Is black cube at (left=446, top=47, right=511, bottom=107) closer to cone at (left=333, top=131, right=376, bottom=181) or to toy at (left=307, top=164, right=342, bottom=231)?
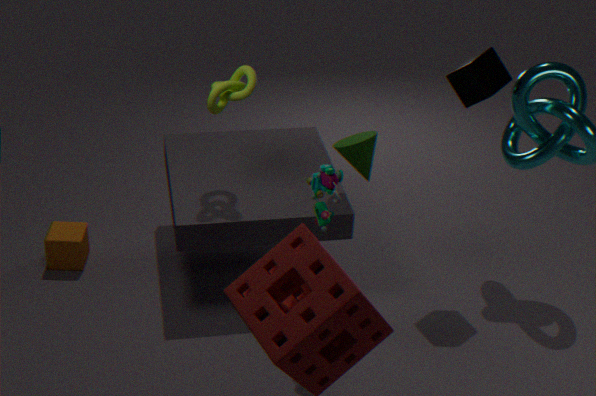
cone at (left=333, top=131, right=376, bottom=181)
